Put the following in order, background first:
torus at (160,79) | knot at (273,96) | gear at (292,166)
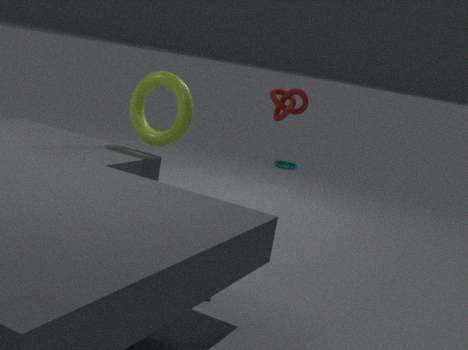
gear at (292,166)
torus at (160,79)
knot at (273,96)
